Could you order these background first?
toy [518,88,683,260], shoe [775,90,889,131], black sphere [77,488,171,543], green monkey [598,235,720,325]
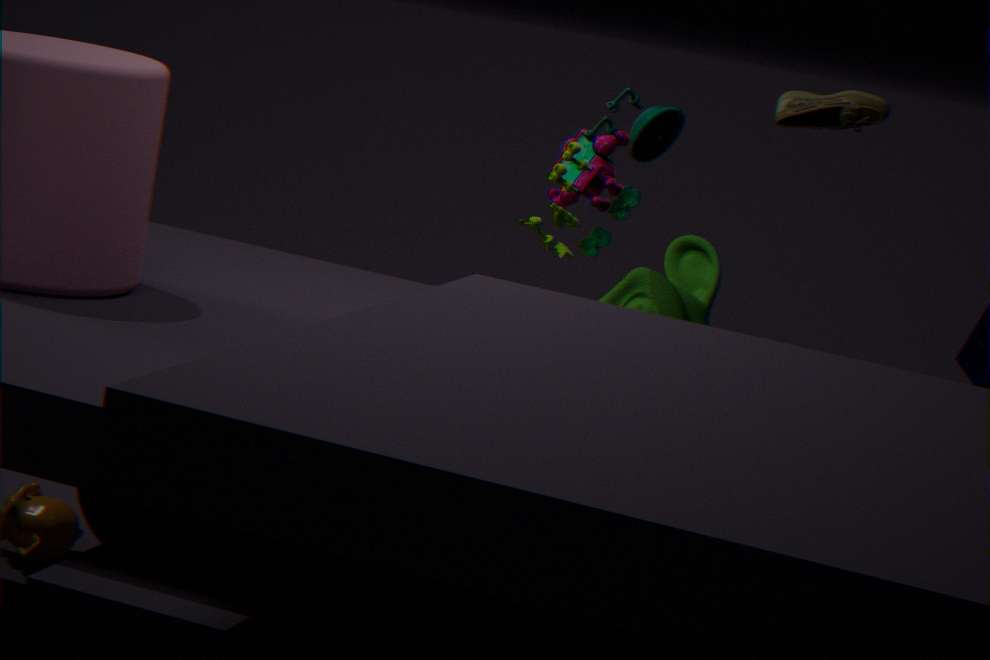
black sphere [77,488,171,543]
shoe [775,90,889,131]
green monkey [598,235,720,325]
toy [518,88,683,260]
